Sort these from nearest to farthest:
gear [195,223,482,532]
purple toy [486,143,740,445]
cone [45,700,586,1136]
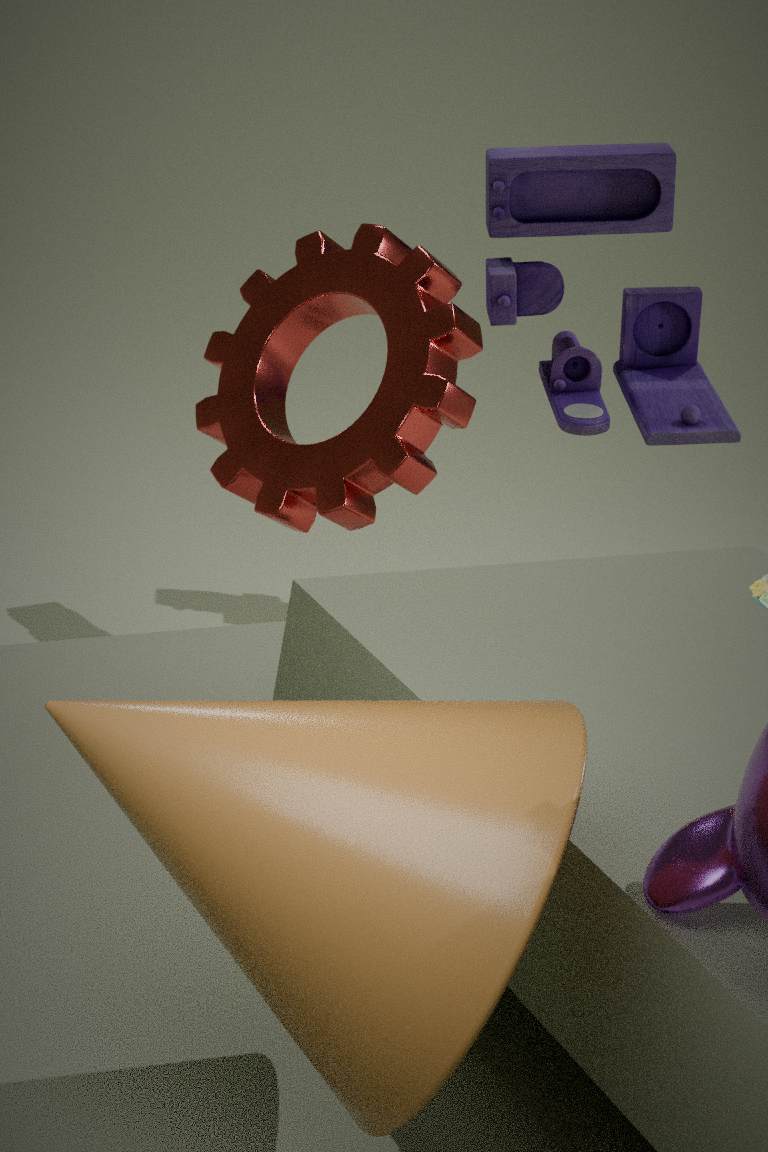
1. cone [45,700,586,1136]
2. gear [195,223,482,532]
3. purple toy [486,143,740,445]
